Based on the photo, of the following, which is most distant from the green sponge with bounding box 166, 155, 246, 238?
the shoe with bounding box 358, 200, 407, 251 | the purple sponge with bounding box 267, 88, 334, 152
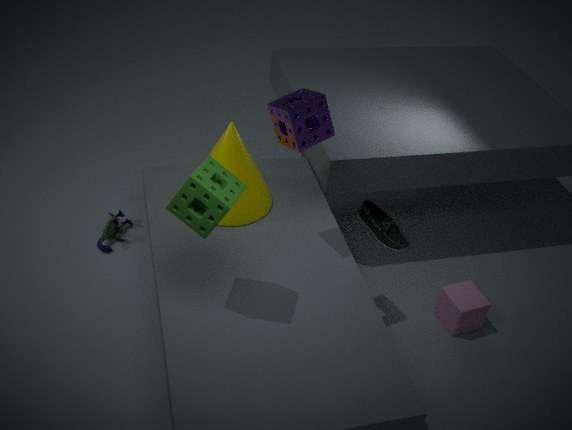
the shoe with bounding box 358, 200, 407, 251
